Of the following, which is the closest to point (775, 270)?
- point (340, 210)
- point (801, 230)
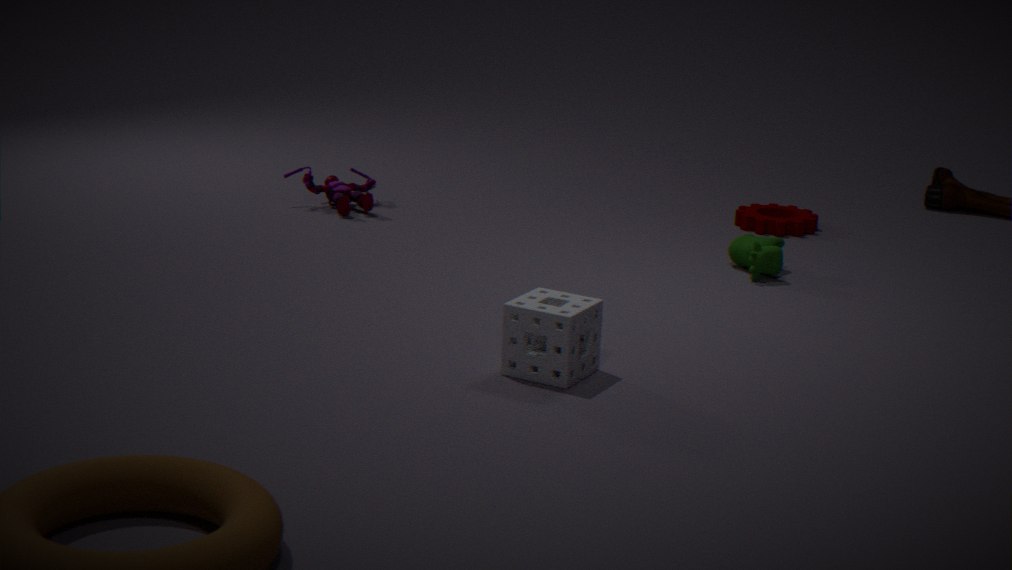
point (801, 230)
